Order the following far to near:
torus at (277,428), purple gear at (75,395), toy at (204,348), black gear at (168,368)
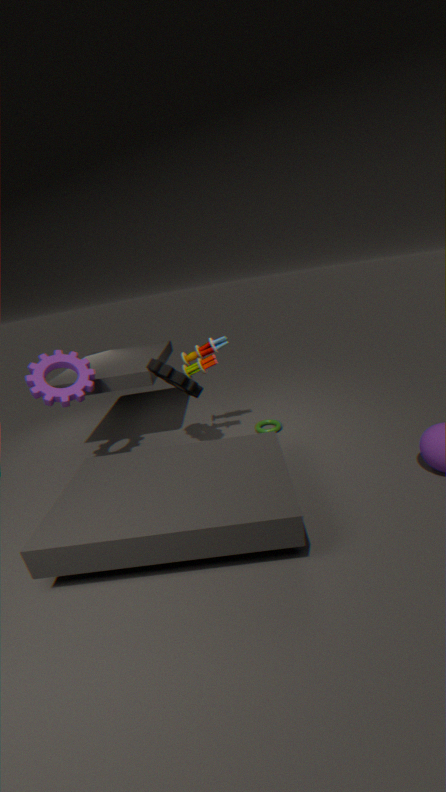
torus at (277,428)
toy at (204,348)
black gear at (168,368)
purple gear at (75,395)
